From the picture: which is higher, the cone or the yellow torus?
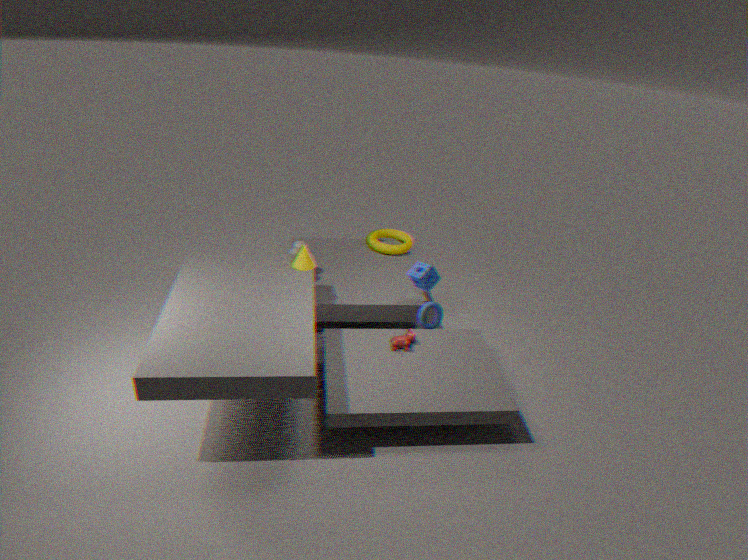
the cone
